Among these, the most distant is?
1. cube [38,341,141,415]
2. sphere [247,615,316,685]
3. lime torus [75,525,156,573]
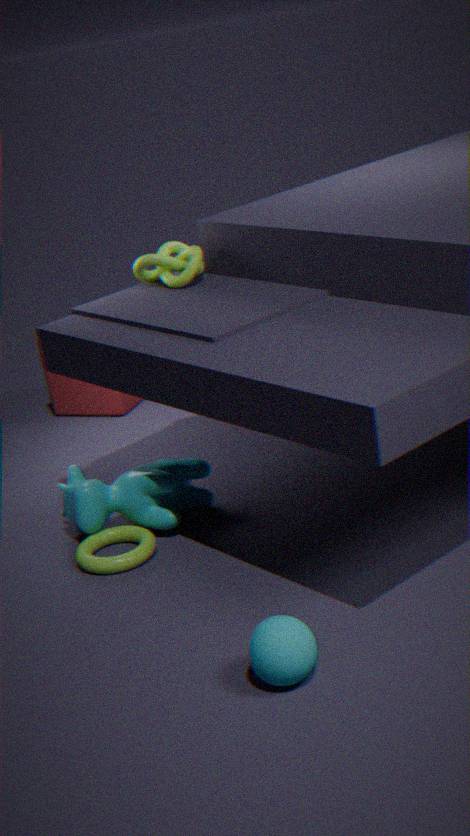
cube [38,341,141,415]
